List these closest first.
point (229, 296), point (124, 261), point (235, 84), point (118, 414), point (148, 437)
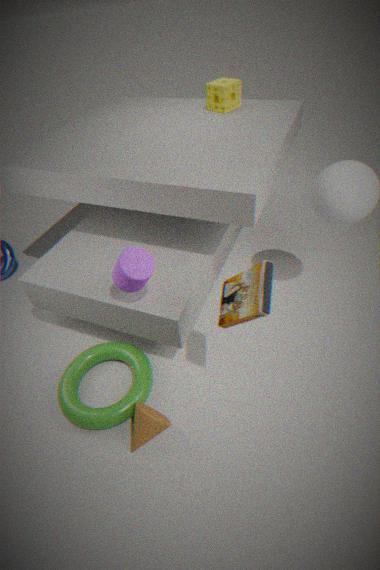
point (229, 296) → point (124, 261) → point (148, 437) → point (118, 414) → point (235, 84)
